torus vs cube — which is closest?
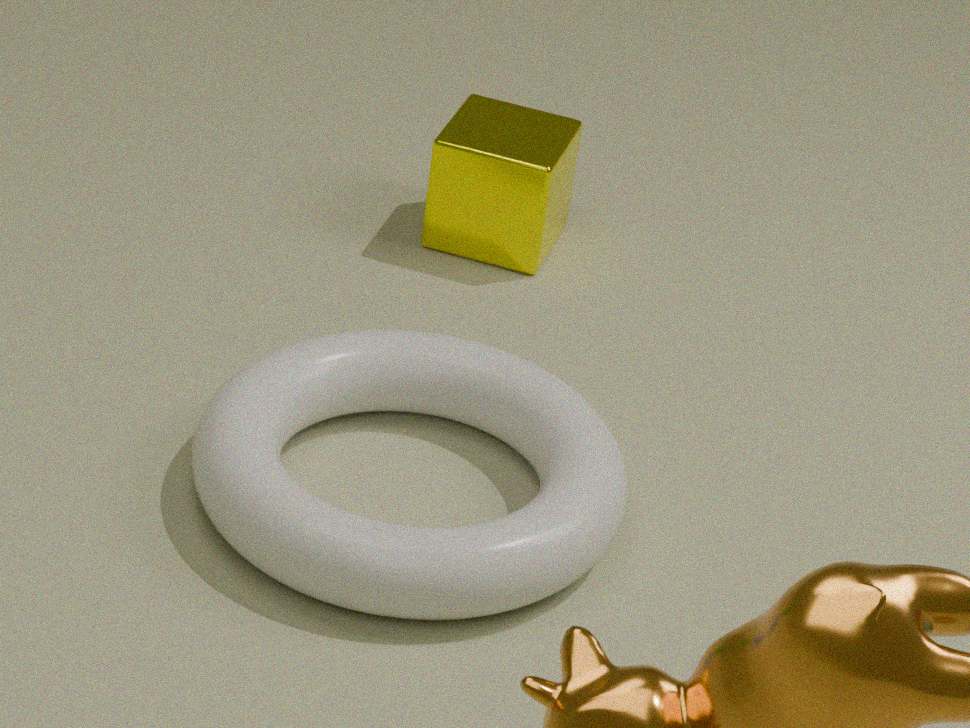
torus
